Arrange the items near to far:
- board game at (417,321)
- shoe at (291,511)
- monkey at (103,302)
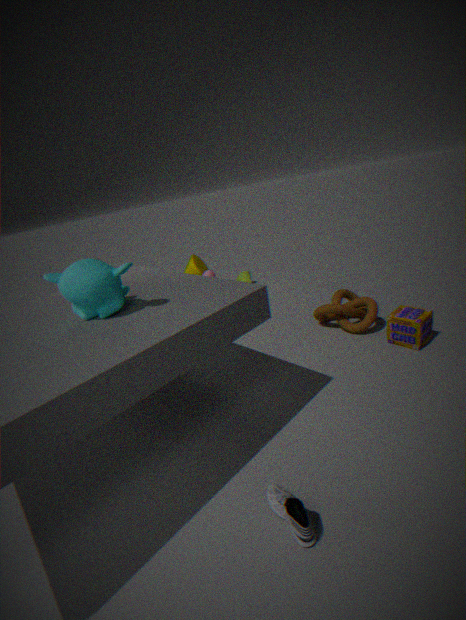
shoe at (291,511), monkey at (103,302), board game at (417,321)
